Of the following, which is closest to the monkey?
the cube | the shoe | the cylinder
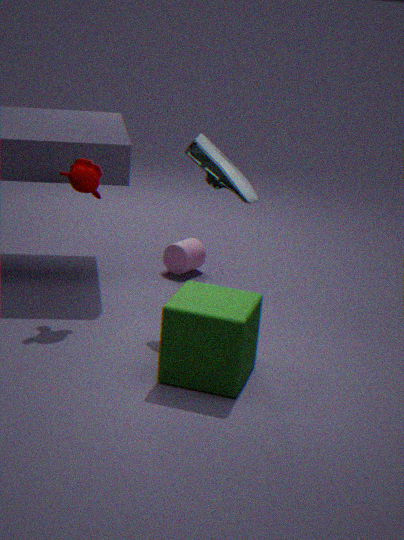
the shoe
